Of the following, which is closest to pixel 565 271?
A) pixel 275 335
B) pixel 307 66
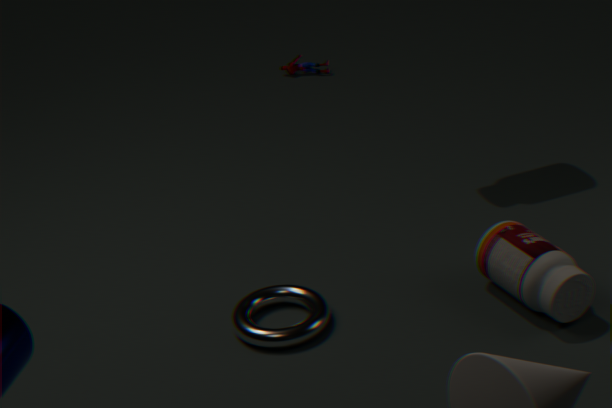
pixel 275 335
